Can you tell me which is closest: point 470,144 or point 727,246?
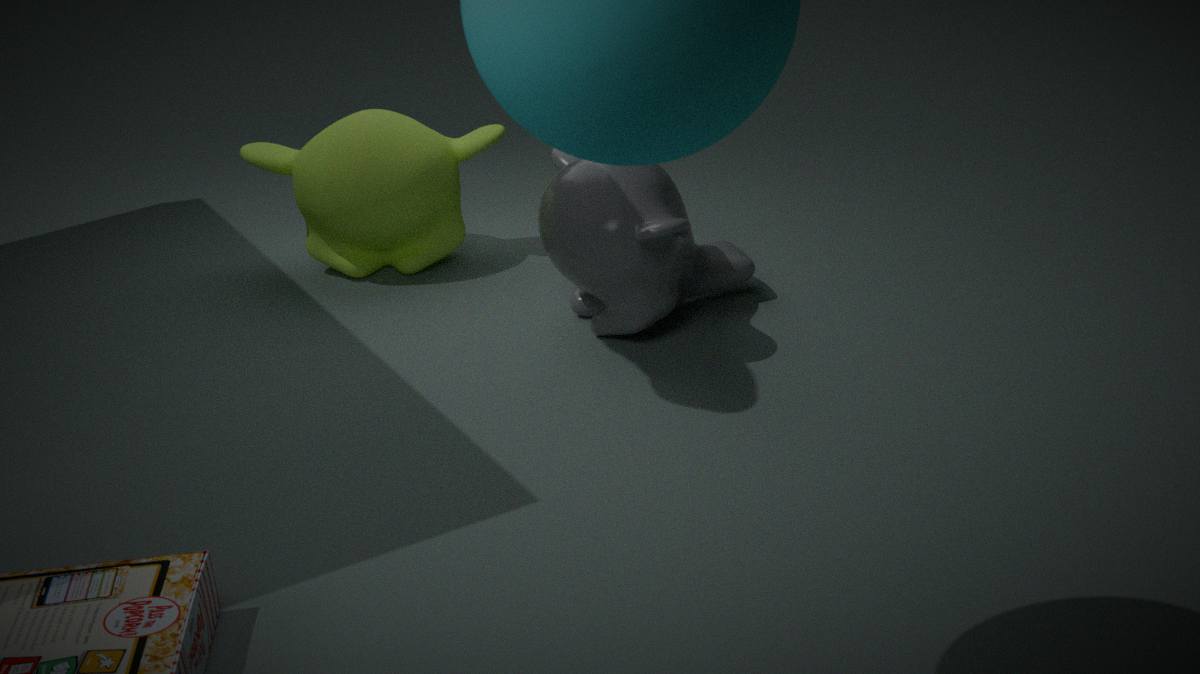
point 727,246
